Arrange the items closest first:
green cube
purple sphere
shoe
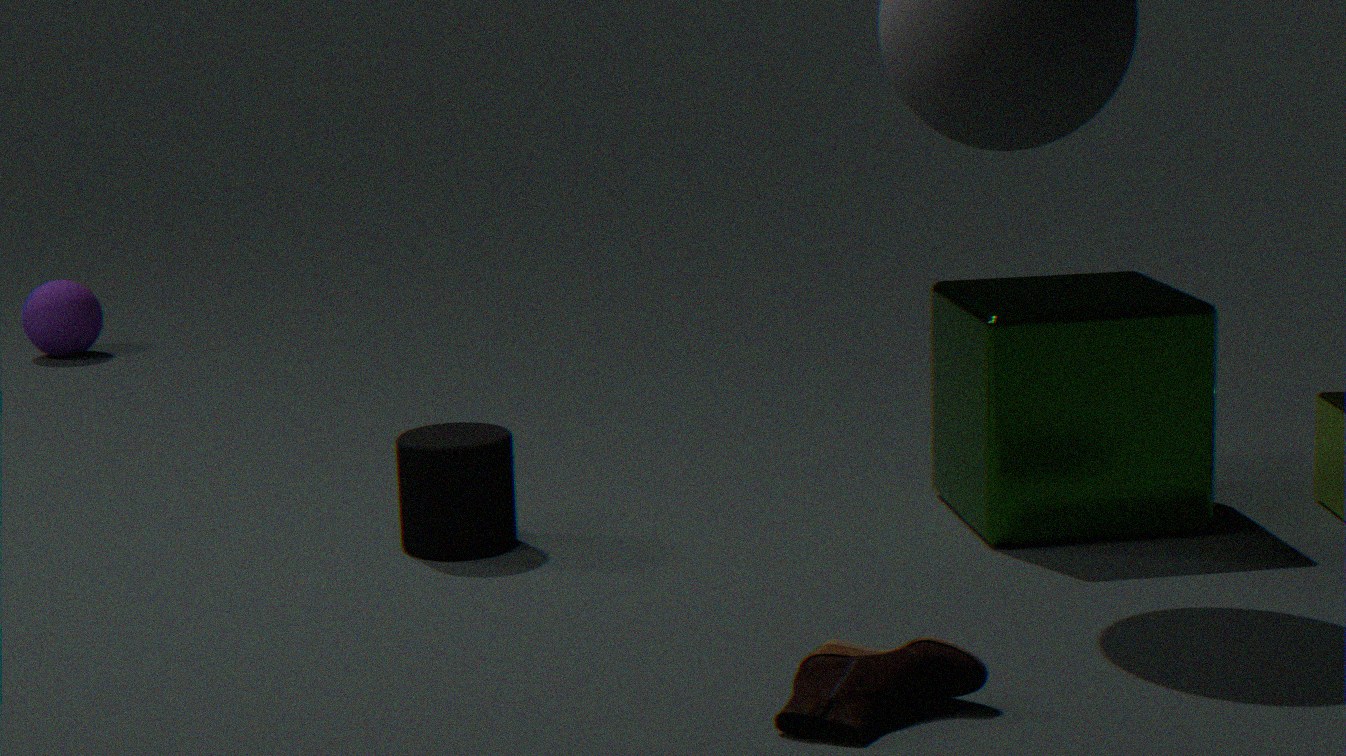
shoe → green cube → purple sphere
